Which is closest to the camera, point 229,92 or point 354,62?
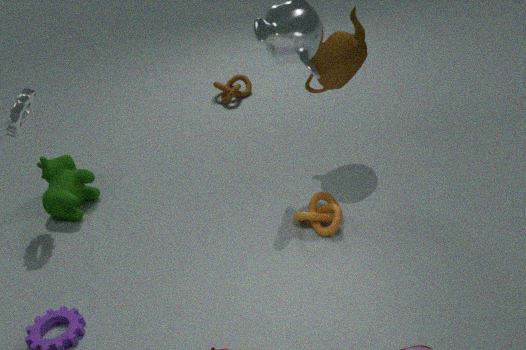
point 354,62
